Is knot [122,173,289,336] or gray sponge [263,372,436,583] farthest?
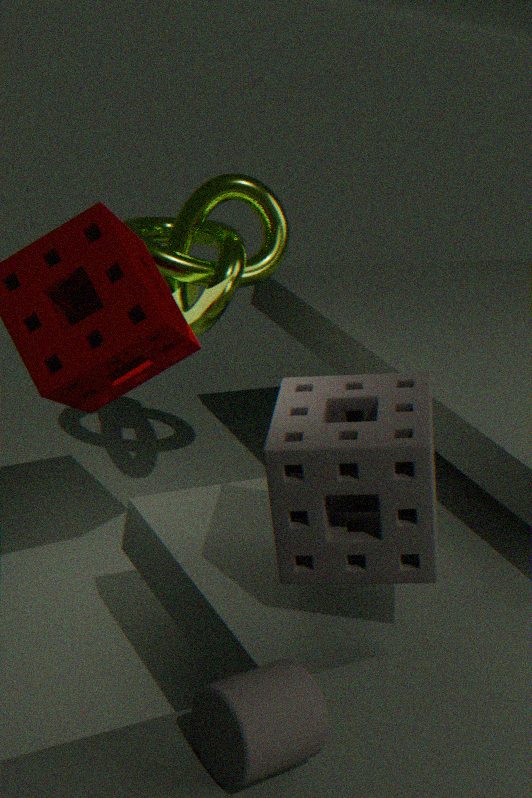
knot [122,173,289,336]
